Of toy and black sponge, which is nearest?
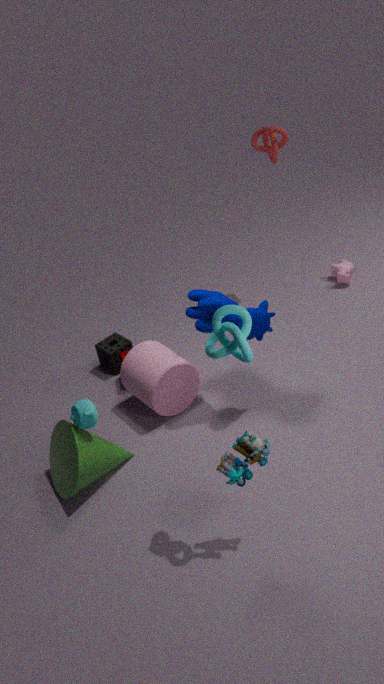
toy
